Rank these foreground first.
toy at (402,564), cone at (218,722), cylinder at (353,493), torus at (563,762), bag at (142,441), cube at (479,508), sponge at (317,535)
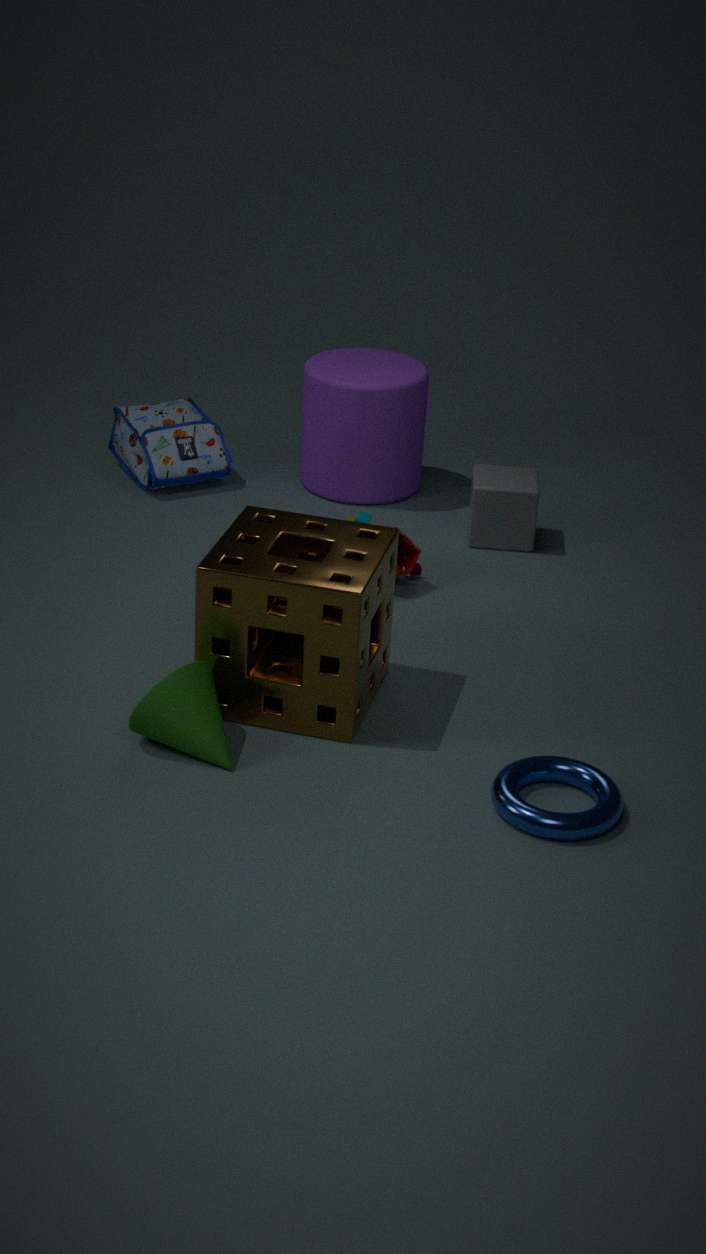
torus at (563,762) < cone at (218,722) < sponge at (317,535) < toy at (402,564) < cube at (479,508) < cylinder at (353,493) < bag at (142,441)
